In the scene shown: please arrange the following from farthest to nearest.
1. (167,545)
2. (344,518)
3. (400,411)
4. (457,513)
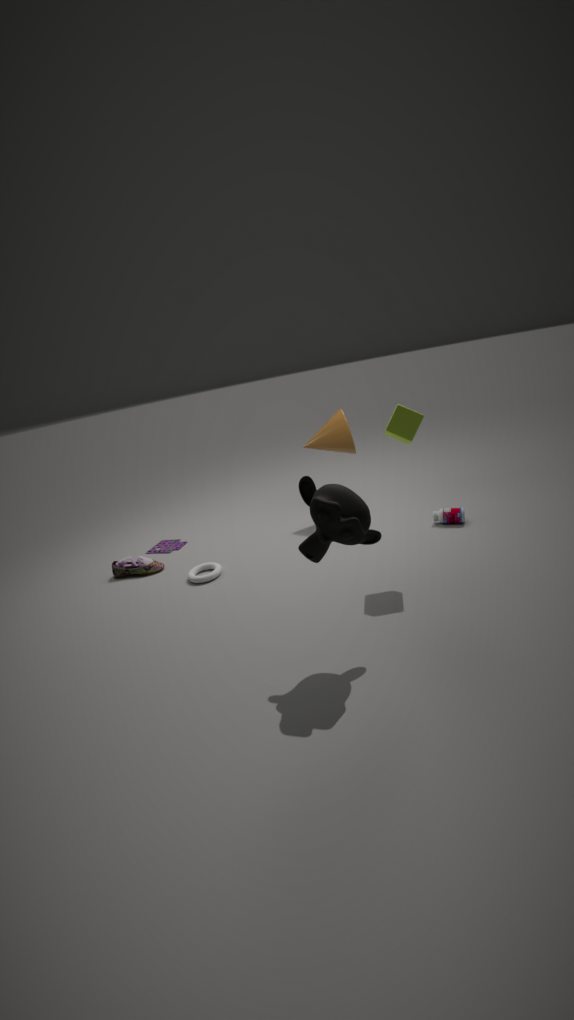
→ (167,545) → (457,513) → (400,411) → (344,518)
